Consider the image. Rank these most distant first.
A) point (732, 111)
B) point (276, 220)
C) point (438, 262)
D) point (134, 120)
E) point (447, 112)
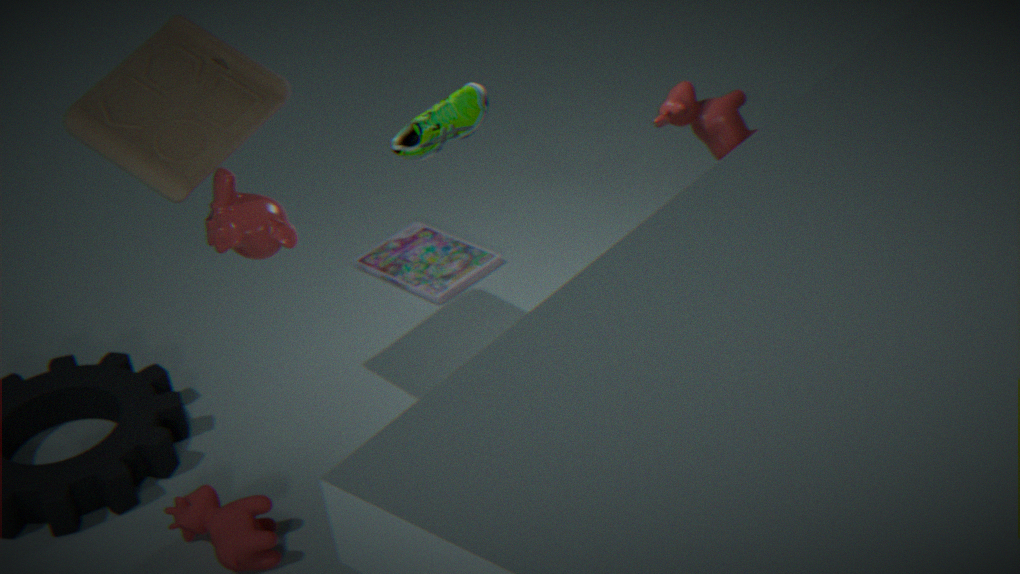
point (438, 262), point (732, 111), point (447, 112), point (134, 120), point (276, 220)
